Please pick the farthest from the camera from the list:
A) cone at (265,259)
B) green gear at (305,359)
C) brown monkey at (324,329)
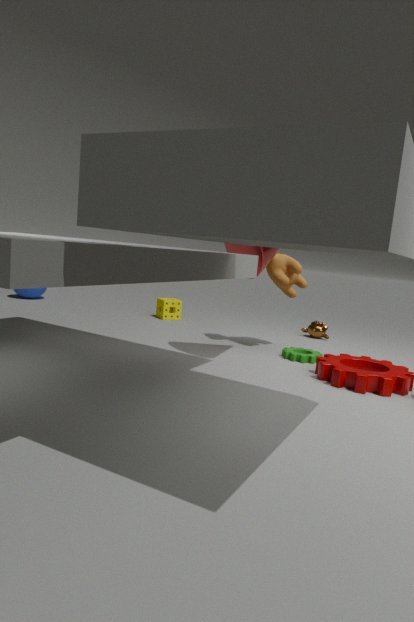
brown monkey at (324,329)
